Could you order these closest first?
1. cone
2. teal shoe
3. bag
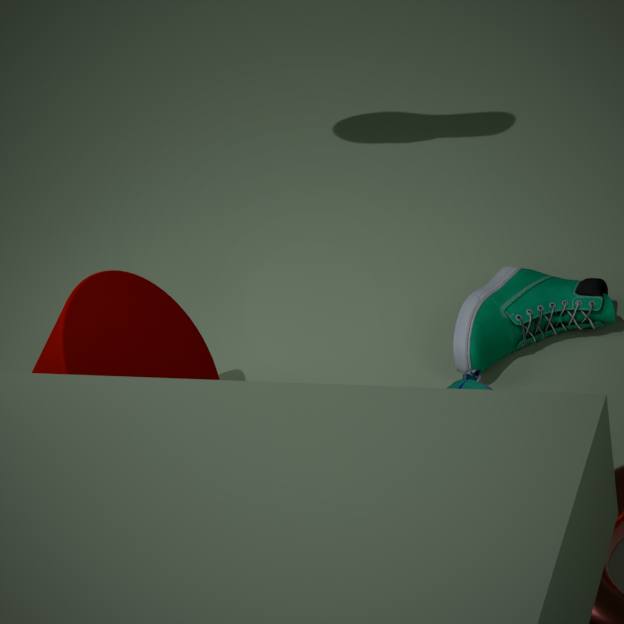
bag < cone < teal shoe
